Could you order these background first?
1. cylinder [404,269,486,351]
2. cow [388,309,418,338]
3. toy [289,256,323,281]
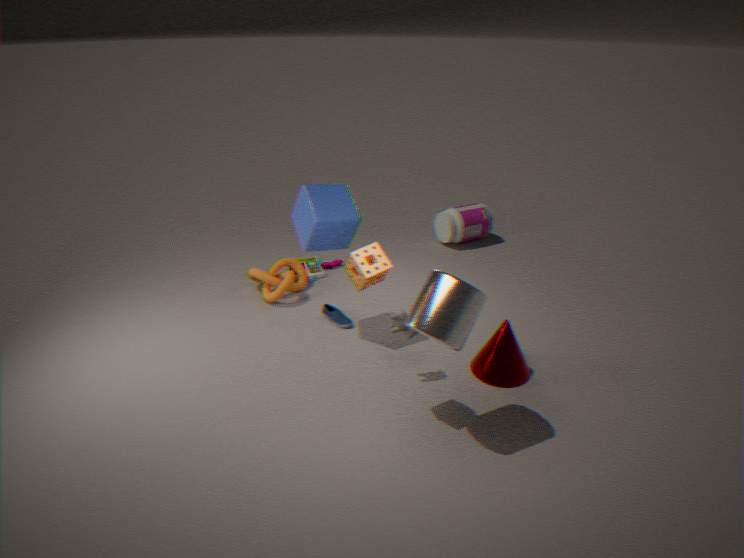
toy [289,256,323,281], cow [388,309,418,338], cylinder [404,269,486,351]
